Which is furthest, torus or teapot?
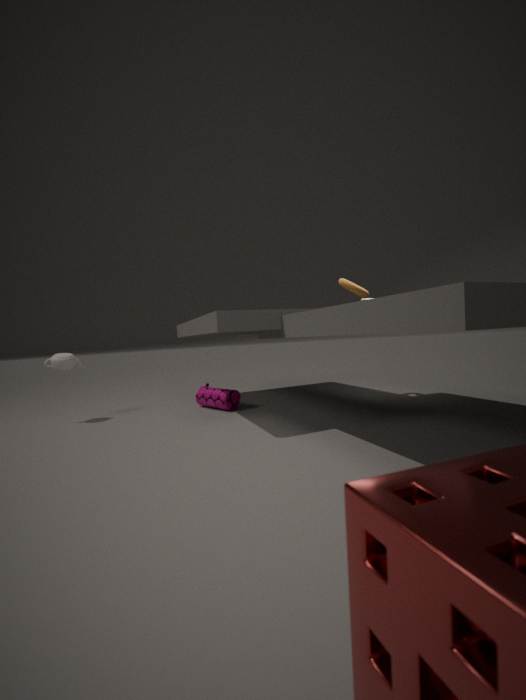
torus
